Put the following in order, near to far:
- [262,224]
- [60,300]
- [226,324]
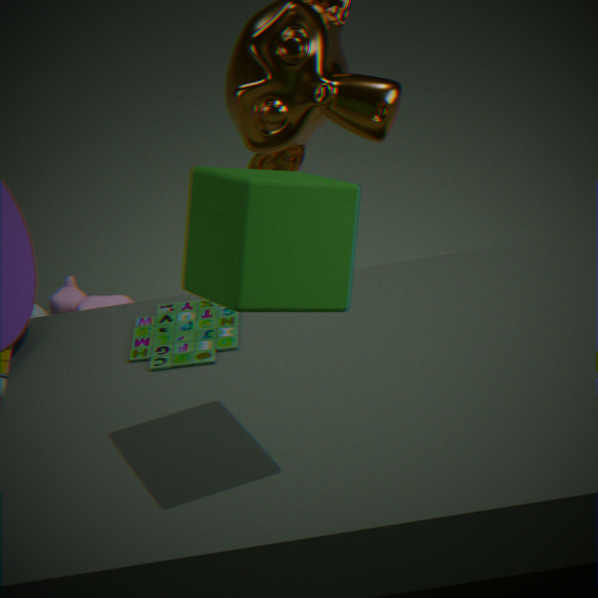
[262,224] → [226,324] → [60,300]
